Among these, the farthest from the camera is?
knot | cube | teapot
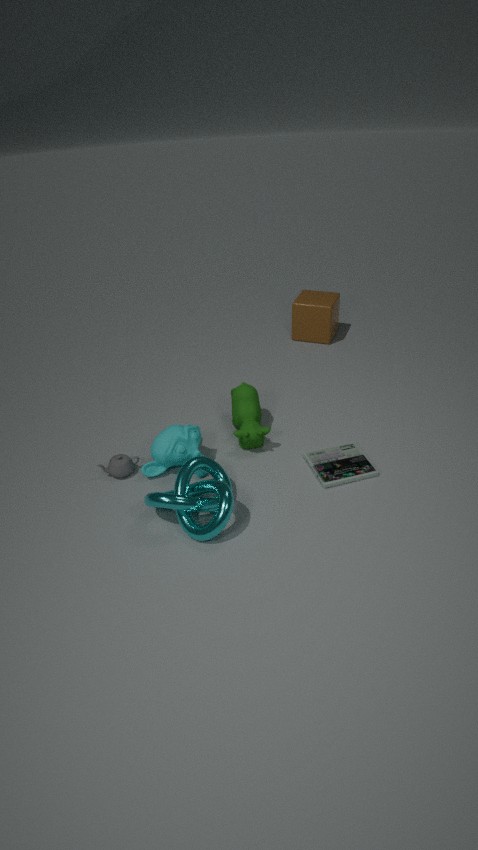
cube
